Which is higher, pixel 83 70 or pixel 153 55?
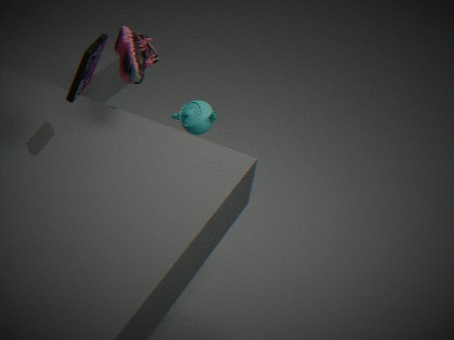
pixel 83 70
